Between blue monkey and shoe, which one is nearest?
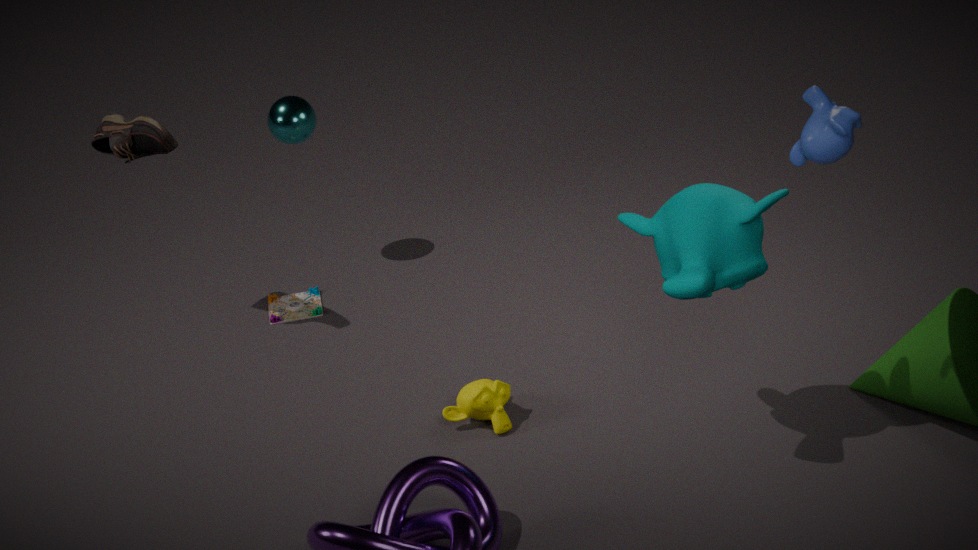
blue monkey
